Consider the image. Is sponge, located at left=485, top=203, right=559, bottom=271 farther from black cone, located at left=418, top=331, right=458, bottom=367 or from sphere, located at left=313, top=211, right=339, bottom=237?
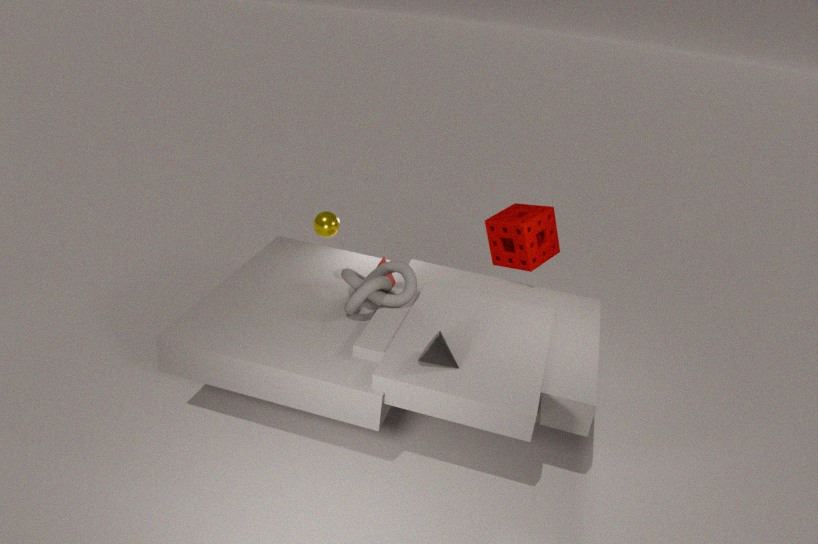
black cone, located at left=418, top=331, right=458, bottom=367
